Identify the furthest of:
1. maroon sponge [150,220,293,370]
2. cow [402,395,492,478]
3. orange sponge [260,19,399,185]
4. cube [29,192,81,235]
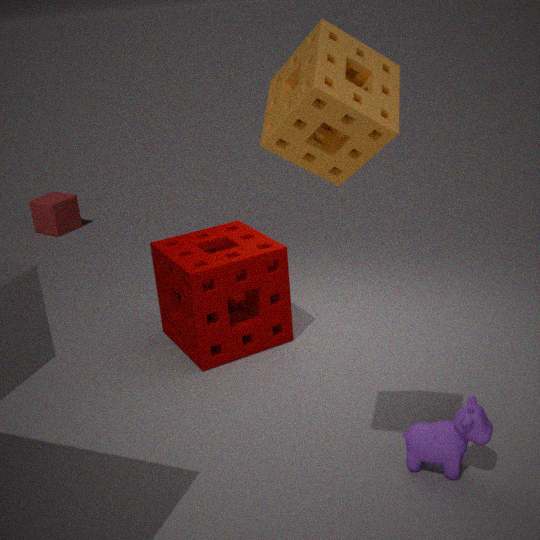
cube [29,192,81,235]
